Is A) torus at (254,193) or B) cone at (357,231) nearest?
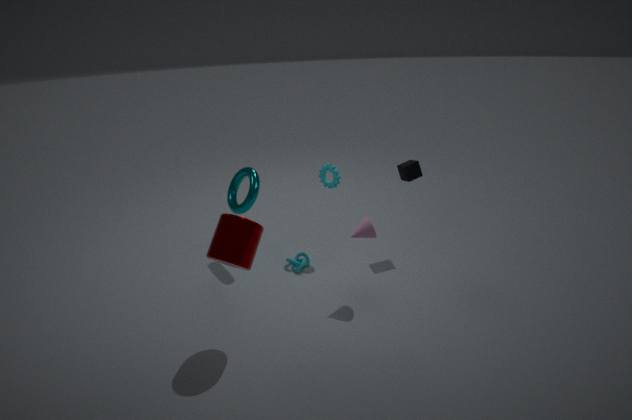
B. cone at (357,231)
